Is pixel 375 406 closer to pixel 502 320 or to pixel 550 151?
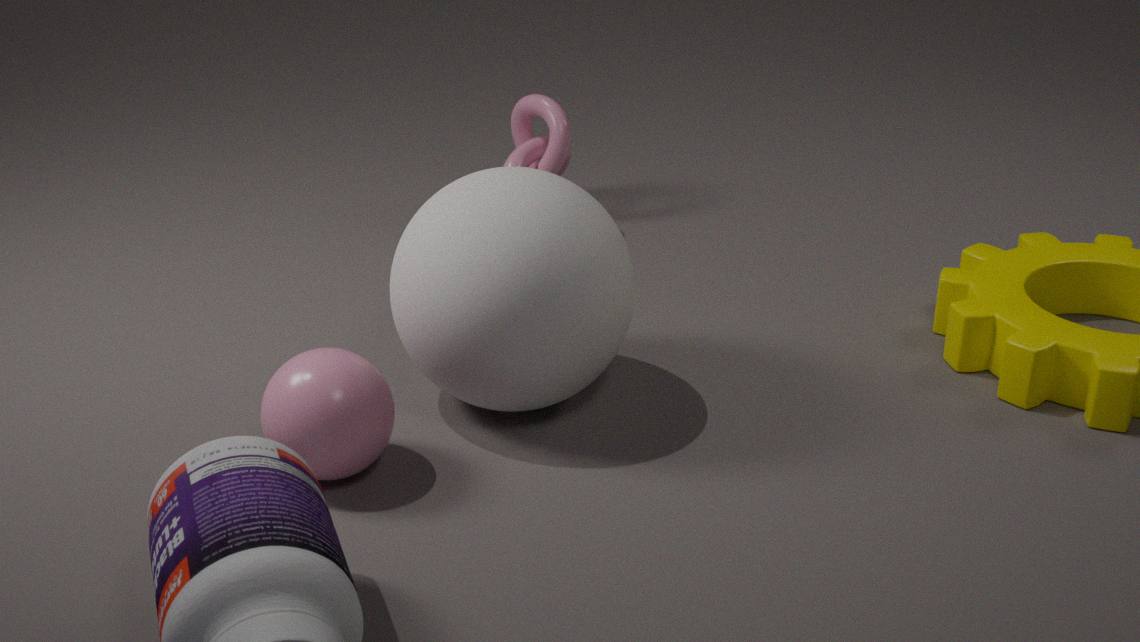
pixel 502 320
